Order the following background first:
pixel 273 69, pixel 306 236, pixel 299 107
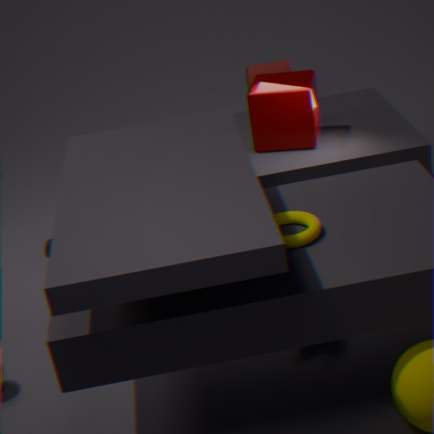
pixel 273 69 < pixel 299 107 < pixel 306 236
